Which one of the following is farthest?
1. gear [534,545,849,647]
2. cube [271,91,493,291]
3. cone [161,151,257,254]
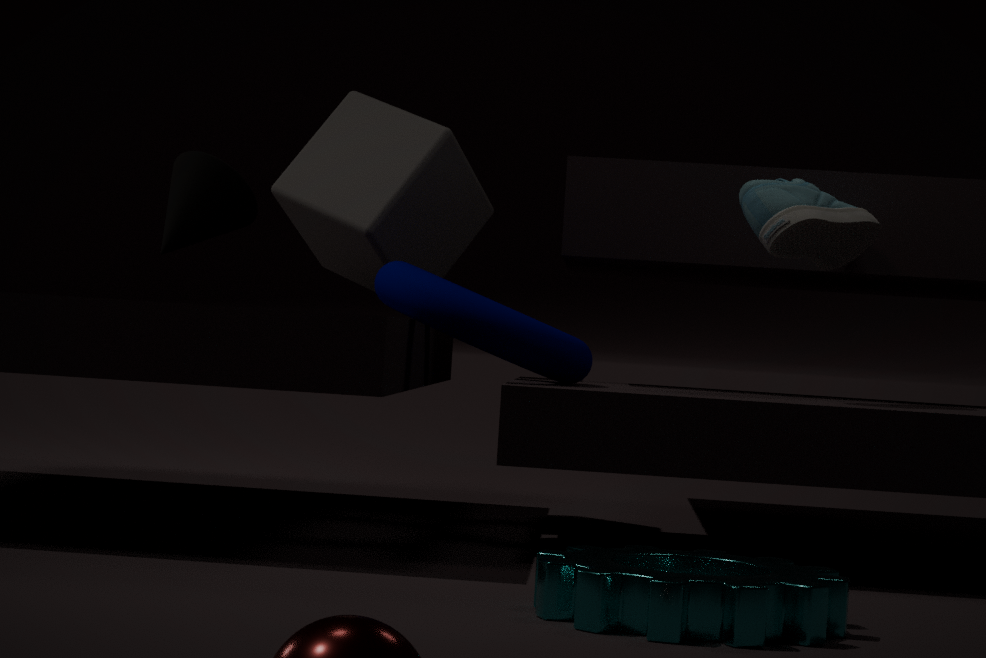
cube [271,91,493,291]
